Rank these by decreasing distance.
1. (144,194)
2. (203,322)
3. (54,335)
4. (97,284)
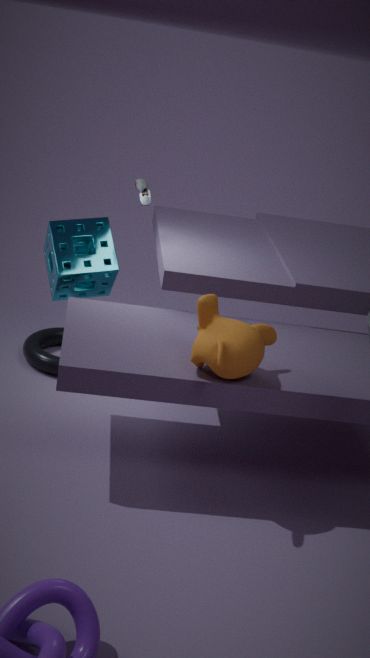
1. (54,335)
2. (97,284)
3. (144,194)
4. (203,322)
